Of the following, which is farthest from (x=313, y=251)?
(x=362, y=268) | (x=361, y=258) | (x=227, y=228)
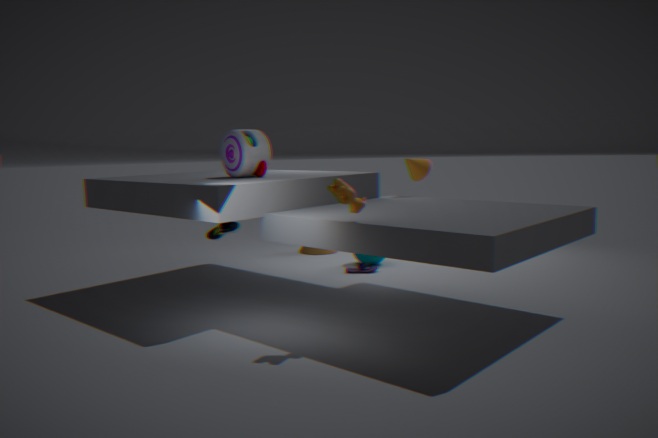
(x=227, y=228)
